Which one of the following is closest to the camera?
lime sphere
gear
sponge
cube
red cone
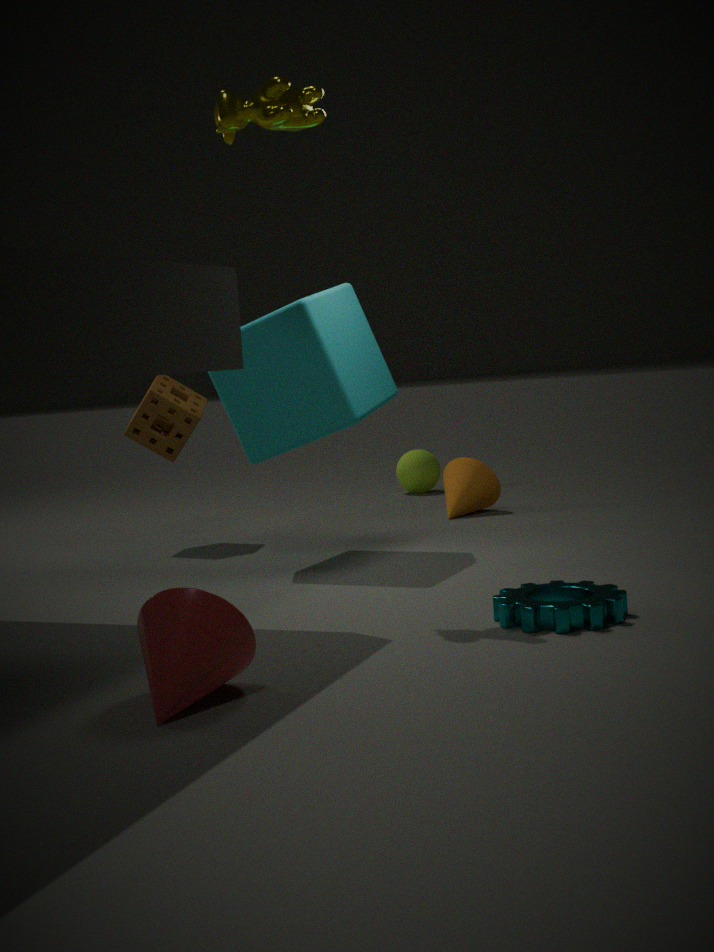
red cone
